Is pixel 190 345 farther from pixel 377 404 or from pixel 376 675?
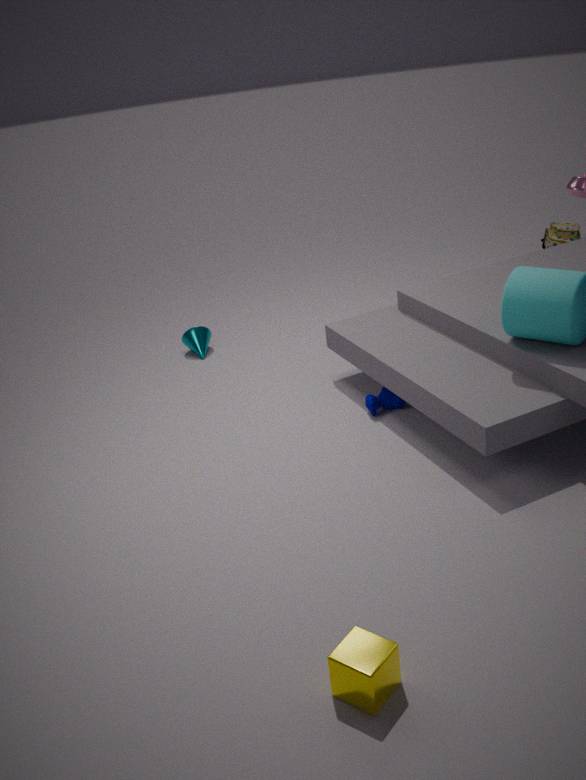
pixel 376 675
